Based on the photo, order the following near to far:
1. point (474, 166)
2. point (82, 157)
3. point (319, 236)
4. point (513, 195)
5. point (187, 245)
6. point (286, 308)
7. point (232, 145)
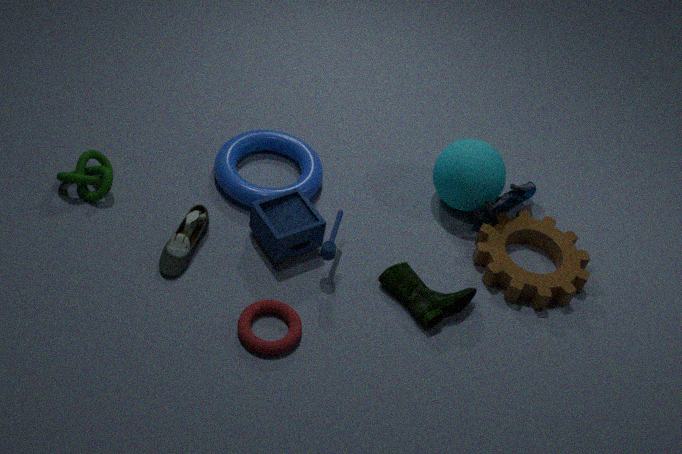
point (286, 308), point (187, 245), point (319, 236), point (82, 157), point (474, 166), point (513, 195), point (232, 145)
